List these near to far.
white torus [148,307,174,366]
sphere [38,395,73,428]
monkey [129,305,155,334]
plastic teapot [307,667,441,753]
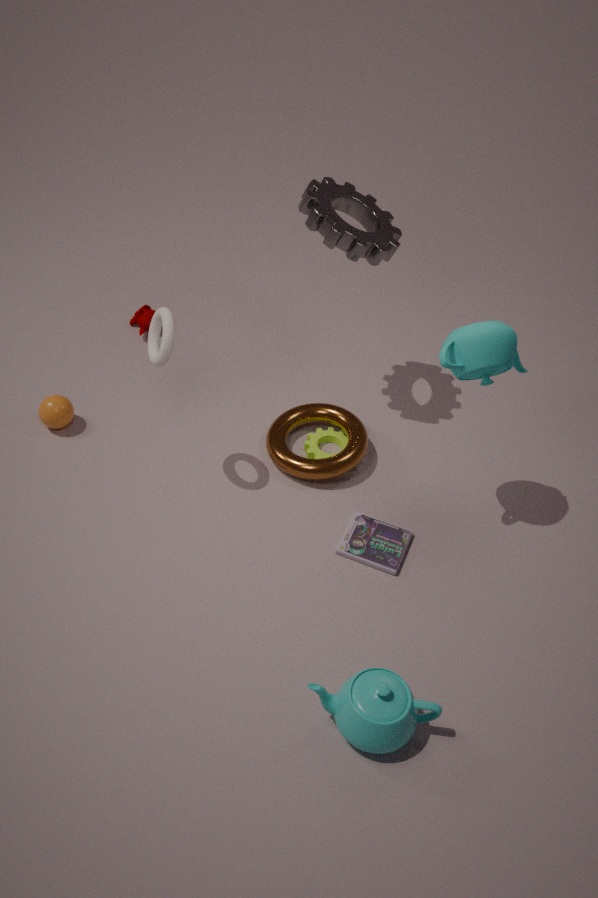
plastic teapot [307,667,441,753]
white torus [148,307,174,366]
sphere [38,395,73,428]
monkey [129,305,155,334]
